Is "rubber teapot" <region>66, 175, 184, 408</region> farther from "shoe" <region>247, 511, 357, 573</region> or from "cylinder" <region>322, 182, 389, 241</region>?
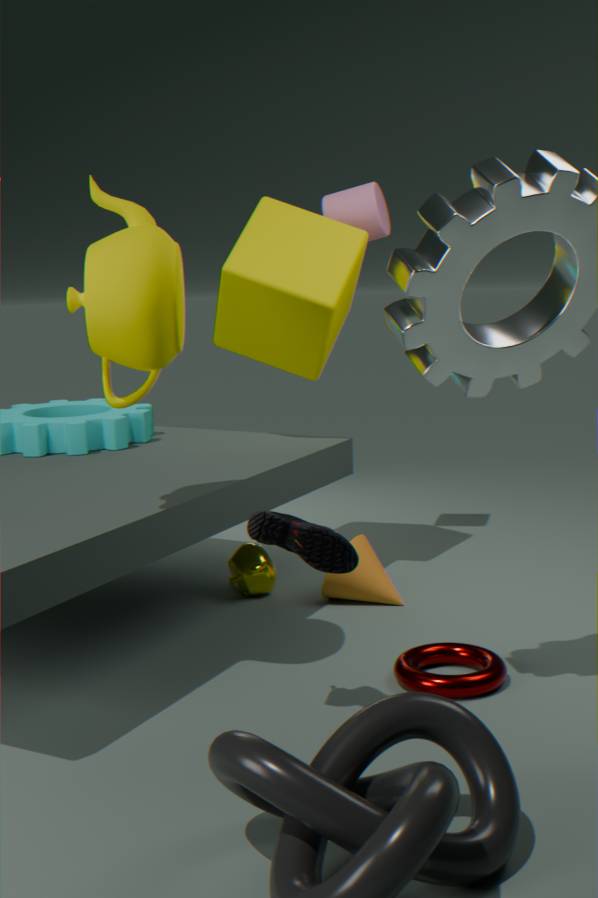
"cylinder" <region>322, 182, 389, 241</region>
